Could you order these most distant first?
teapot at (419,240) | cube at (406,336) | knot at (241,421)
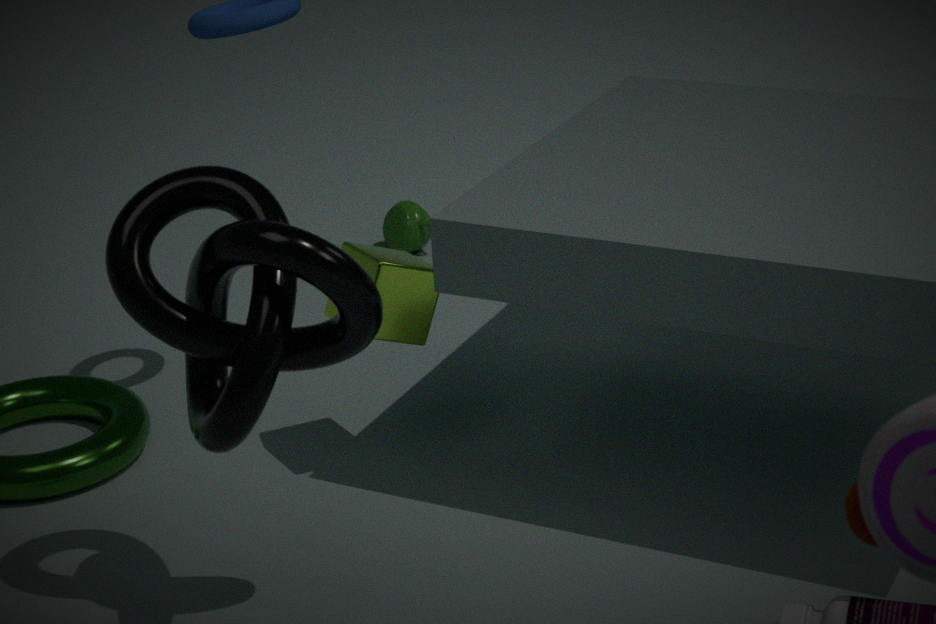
teapot at (419,240), cube at (406,336), knot at (241,421)
